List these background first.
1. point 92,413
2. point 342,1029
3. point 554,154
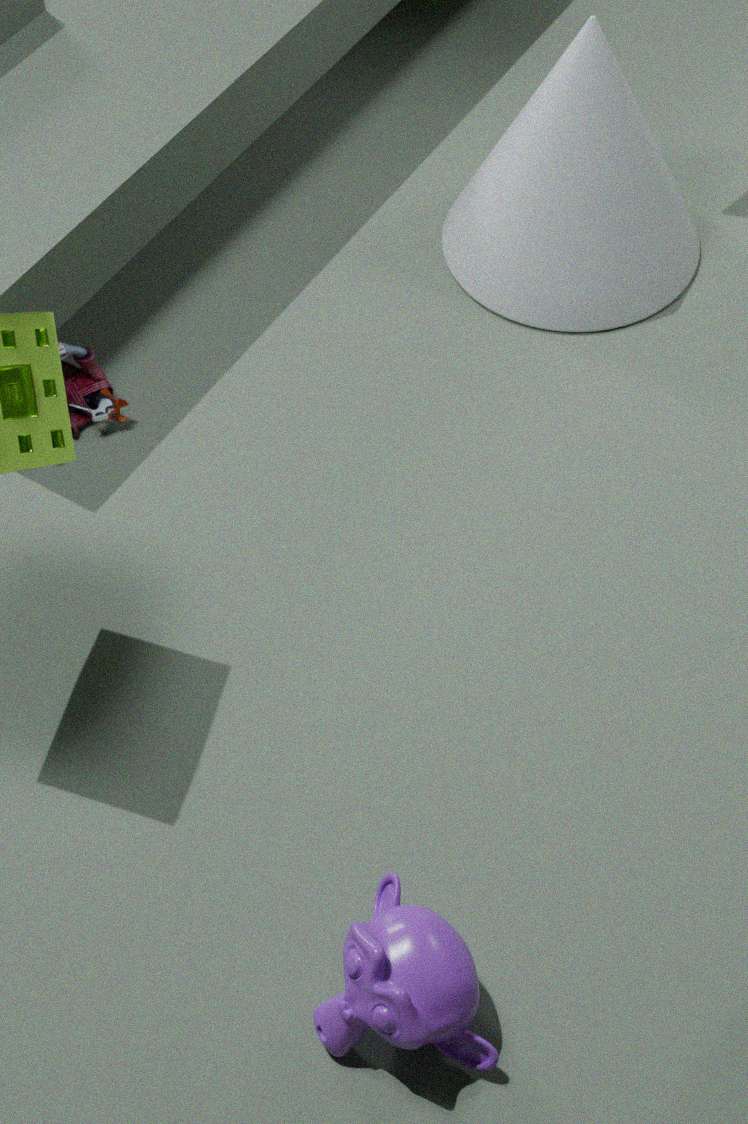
1. point 554,154
2. point 92,413
3. point 342,1029
